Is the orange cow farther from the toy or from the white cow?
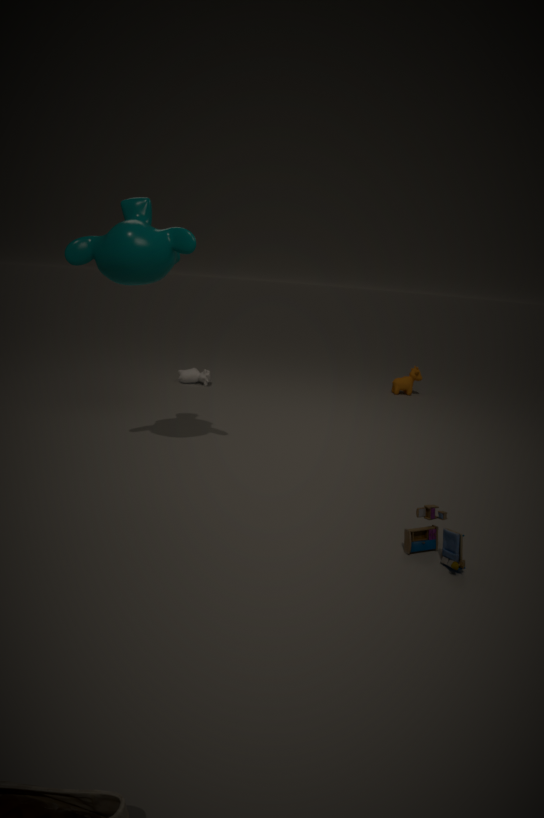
the toy
